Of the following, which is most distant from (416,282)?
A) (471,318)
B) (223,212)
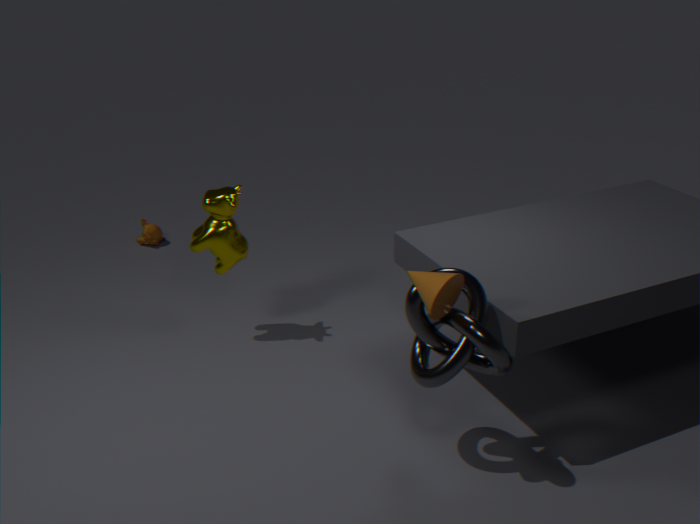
(223,212)
